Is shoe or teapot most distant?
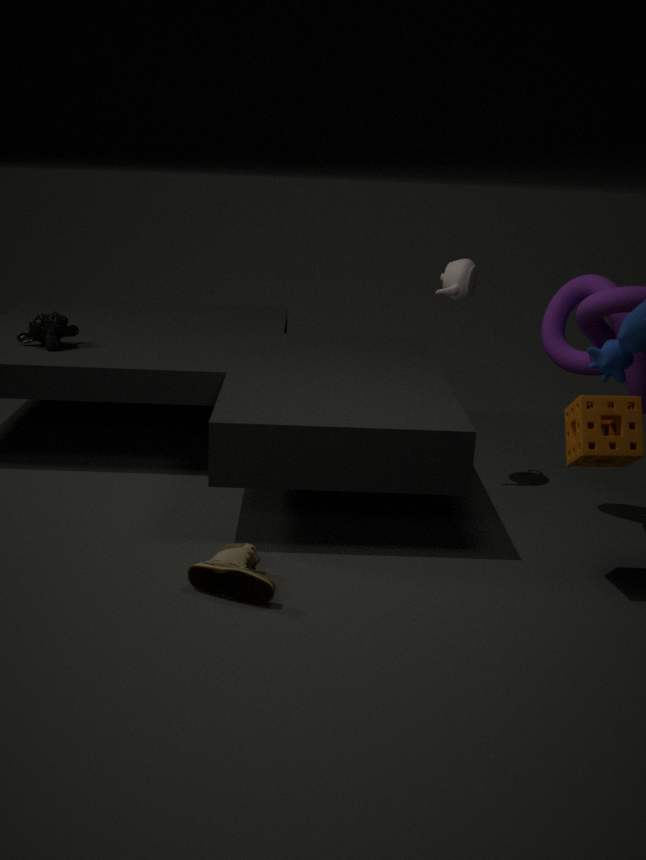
teapot
